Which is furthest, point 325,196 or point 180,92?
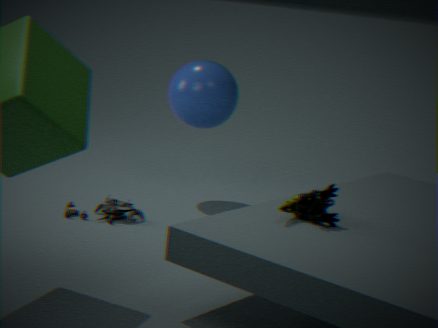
point 180,92
